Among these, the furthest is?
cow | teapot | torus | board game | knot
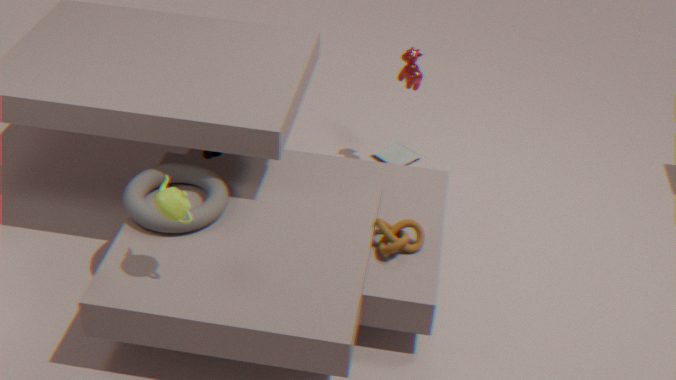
board game
